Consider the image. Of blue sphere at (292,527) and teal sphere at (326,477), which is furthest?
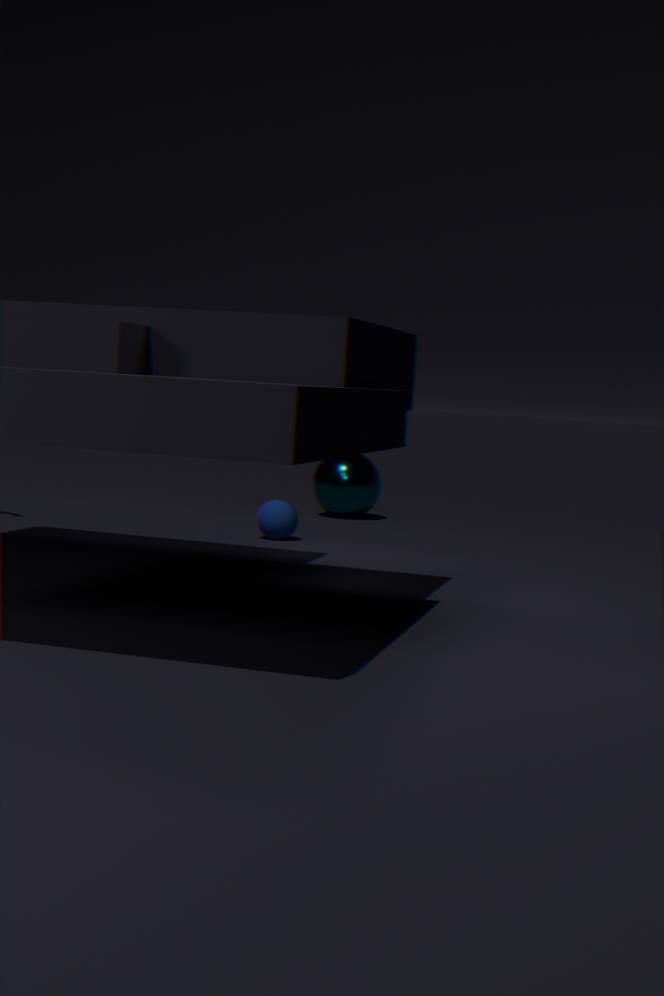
teal sphere at (326,477)
